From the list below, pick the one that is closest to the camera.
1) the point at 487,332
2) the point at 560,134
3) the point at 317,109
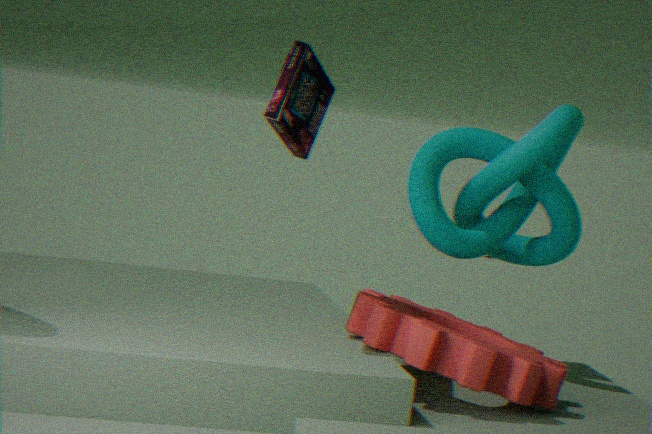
3. the point at 317,109
